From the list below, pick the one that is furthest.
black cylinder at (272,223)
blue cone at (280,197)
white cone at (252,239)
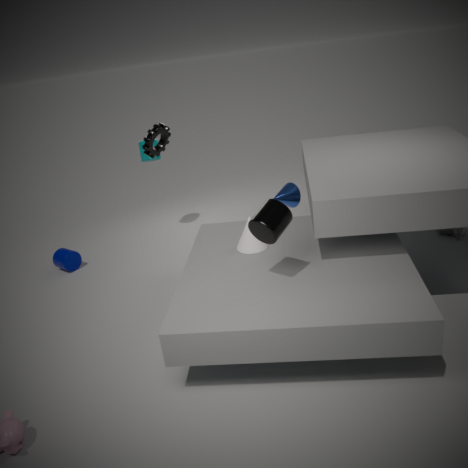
blue cone at (280,197)
